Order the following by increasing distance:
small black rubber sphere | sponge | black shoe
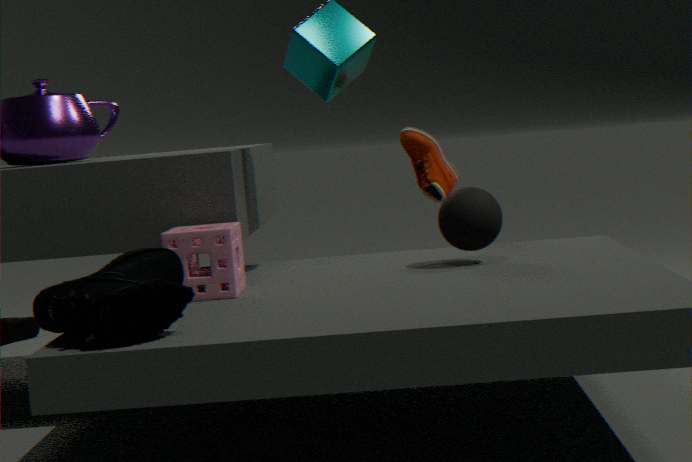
1. black shoe
2. sponge
3. small black rubber sphere
